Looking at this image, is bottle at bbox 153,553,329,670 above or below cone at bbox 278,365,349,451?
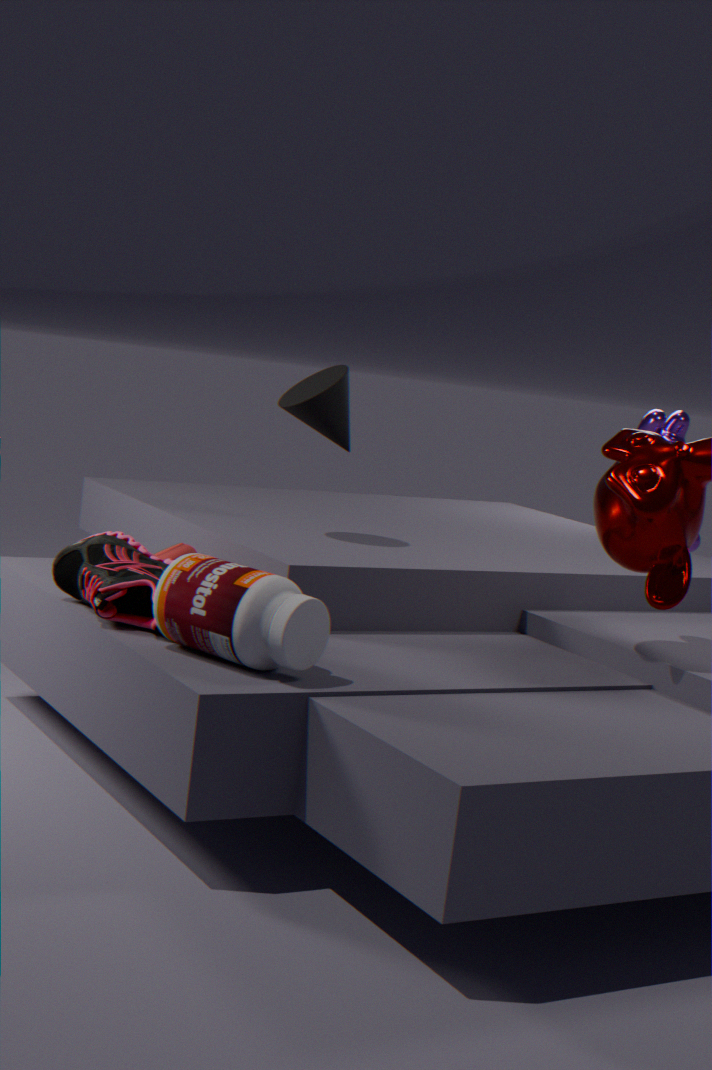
below
